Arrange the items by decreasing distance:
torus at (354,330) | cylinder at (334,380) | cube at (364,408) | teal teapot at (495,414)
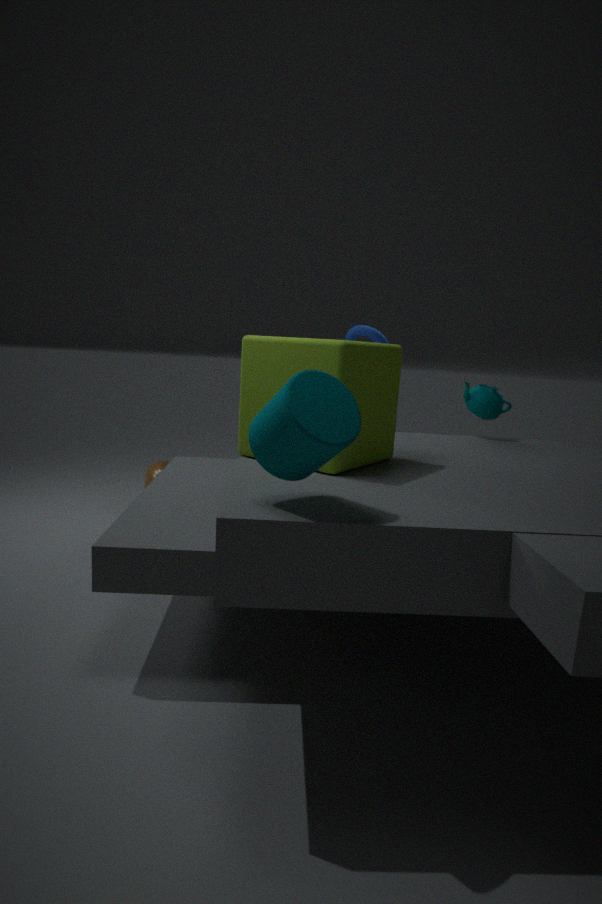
1. torus at (354,330)
2. teal teapot at (495,414)
3. cube at (364,408)
4. cylinder at (334,380)
